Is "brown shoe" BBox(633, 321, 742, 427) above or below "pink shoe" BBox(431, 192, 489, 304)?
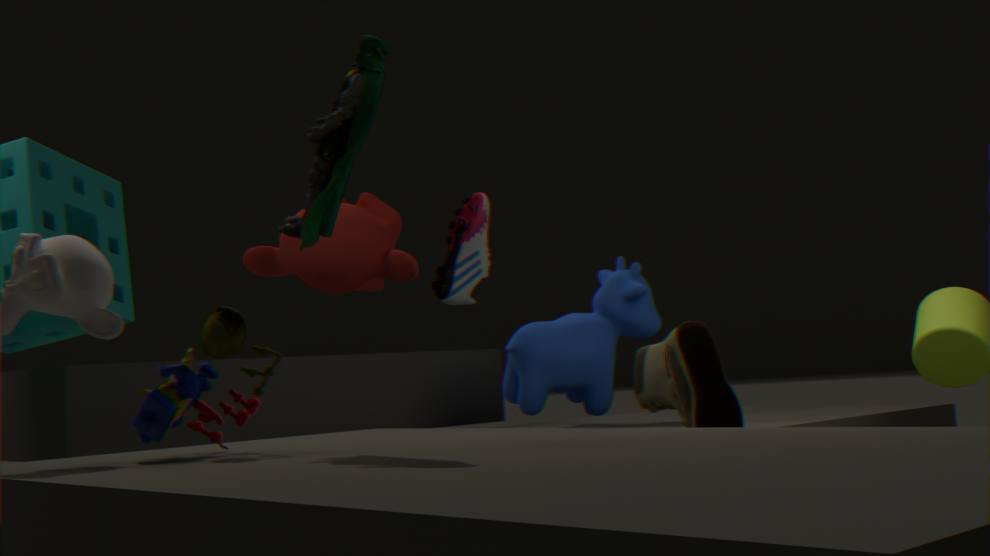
below
